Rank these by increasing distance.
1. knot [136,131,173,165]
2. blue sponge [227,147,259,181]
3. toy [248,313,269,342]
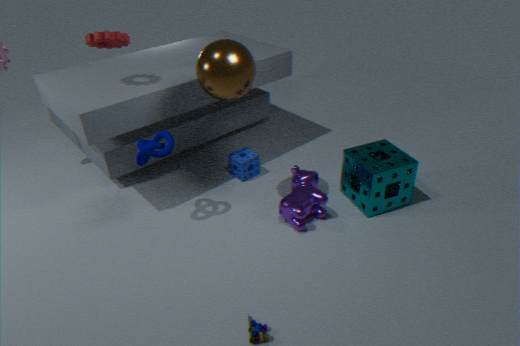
toy [248,313,269,342] < knot [136,131,173,165] < blue sponge [227,147,259,181]
